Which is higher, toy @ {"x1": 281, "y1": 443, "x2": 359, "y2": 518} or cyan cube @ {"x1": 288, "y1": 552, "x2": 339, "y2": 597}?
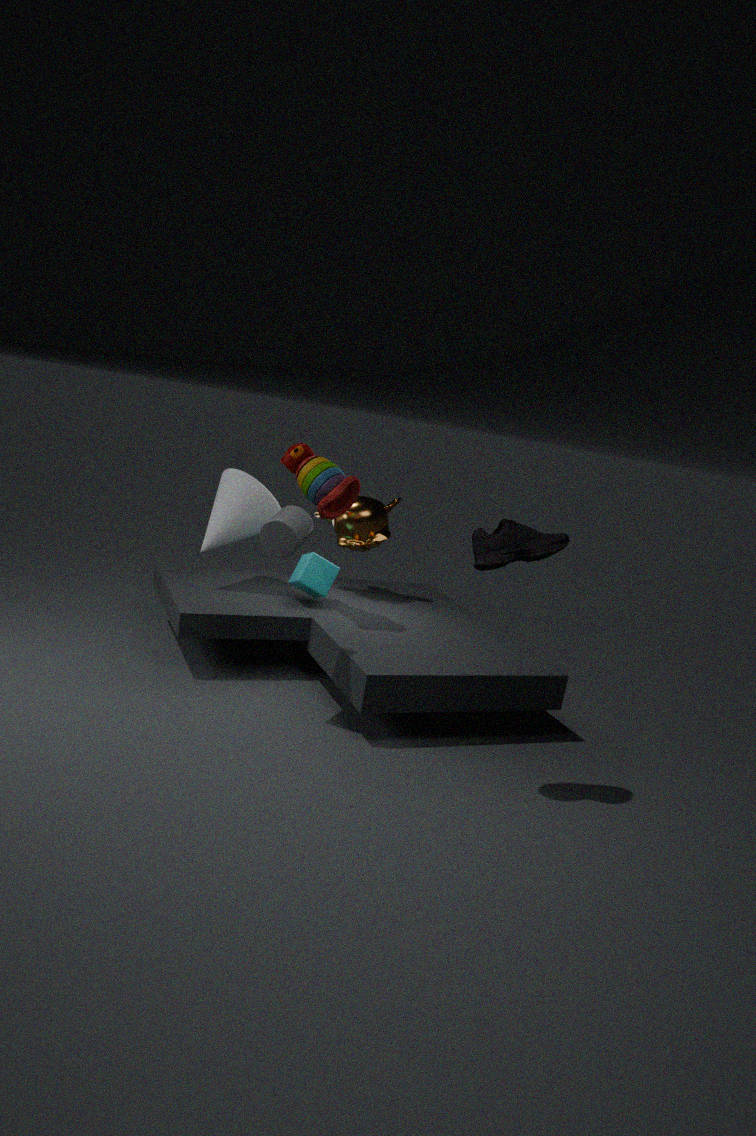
toy @ {"x1": 281, "y1": 443, "x2": 359, "y2": 518}
